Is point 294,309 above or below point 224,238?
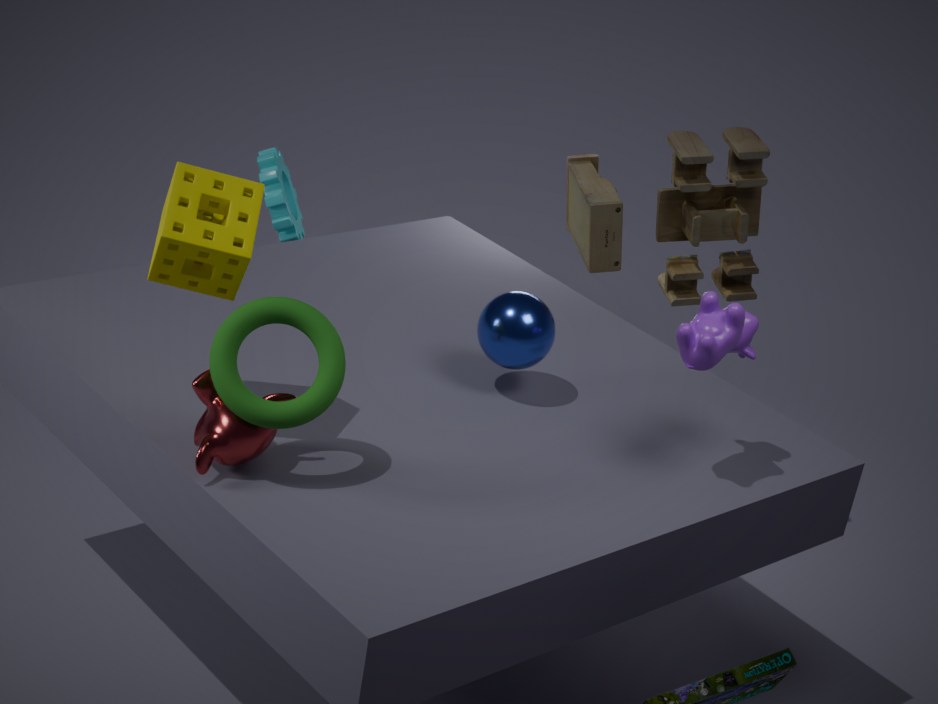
below
